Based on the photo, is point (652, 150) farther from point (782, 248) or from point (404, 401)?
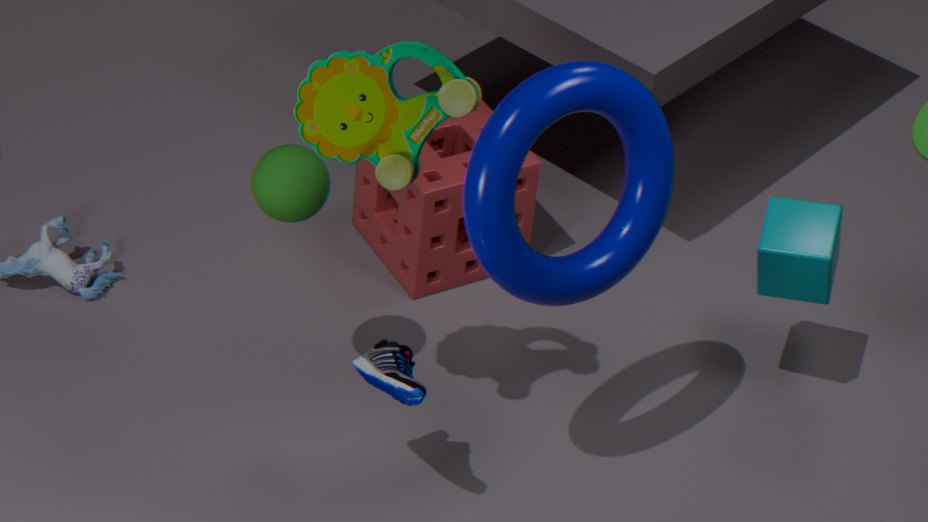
point (782, 248)
